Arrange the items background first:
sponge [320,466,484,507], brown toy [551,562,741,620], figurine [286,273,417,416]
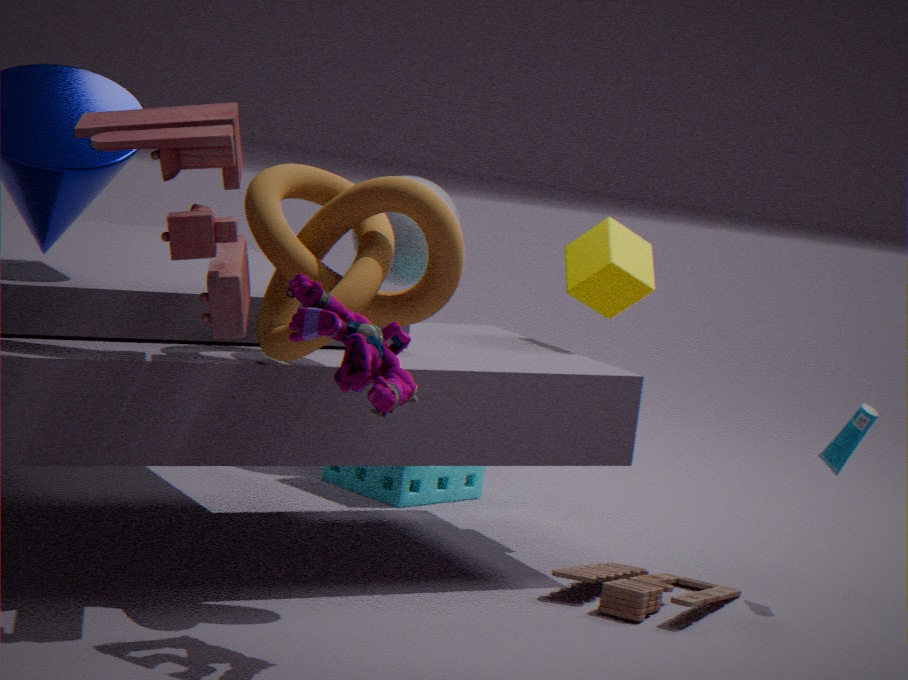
sponge [320,466,484,507] < brown toy [551,562,741,620] < figurine [286,273,417,416]
